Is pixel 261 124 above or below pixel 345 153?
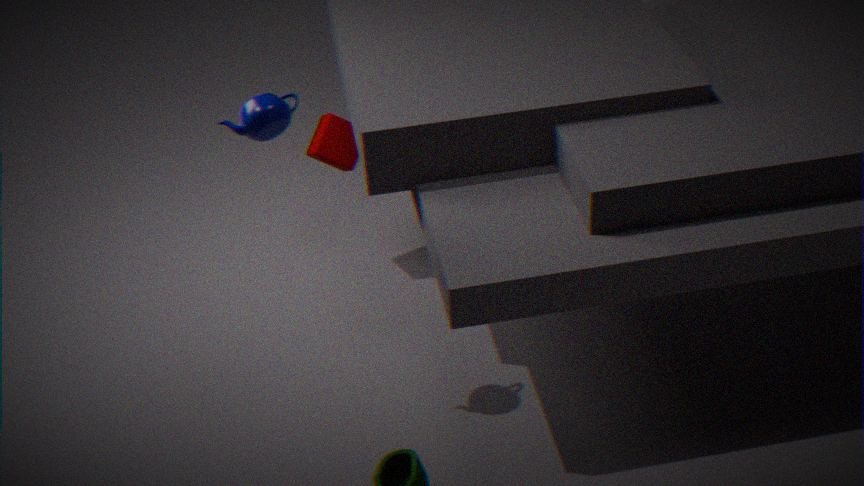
above
